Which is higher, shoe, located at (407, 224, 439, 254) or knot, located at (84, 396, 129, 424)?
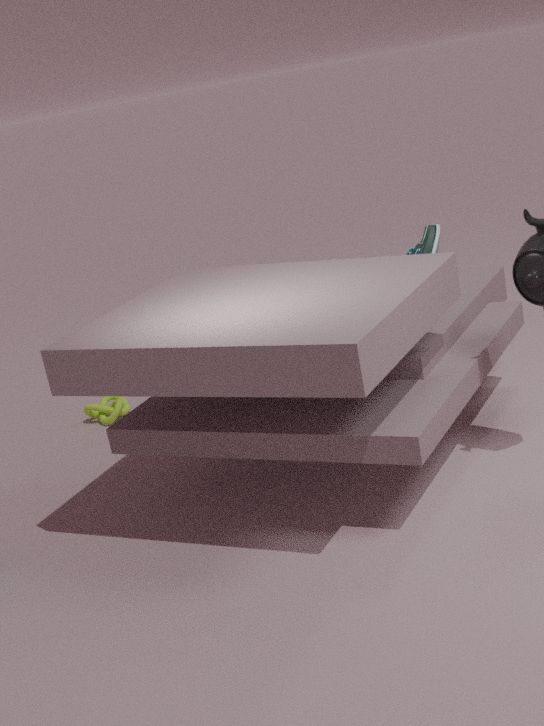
shoe, located at (407, 224, 439, 254)
